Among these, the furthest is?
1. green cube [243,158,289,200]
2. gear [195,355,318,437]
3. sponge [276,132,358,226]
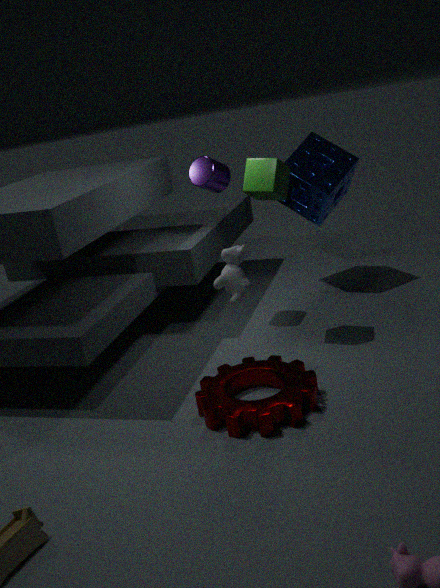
sponge [276,132,358,226]
